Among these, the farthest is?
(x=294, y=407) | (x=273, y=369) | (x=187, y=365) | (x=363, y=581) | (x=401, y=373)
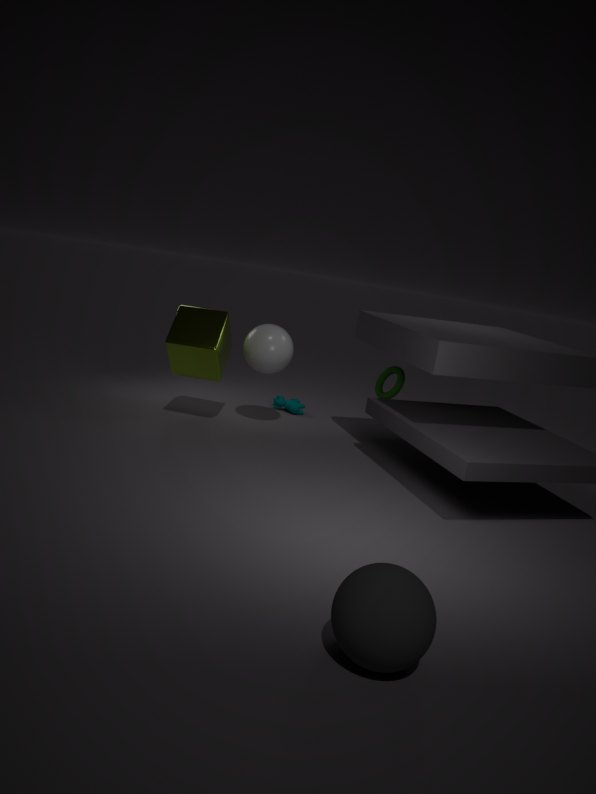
(x=294, y=407)
